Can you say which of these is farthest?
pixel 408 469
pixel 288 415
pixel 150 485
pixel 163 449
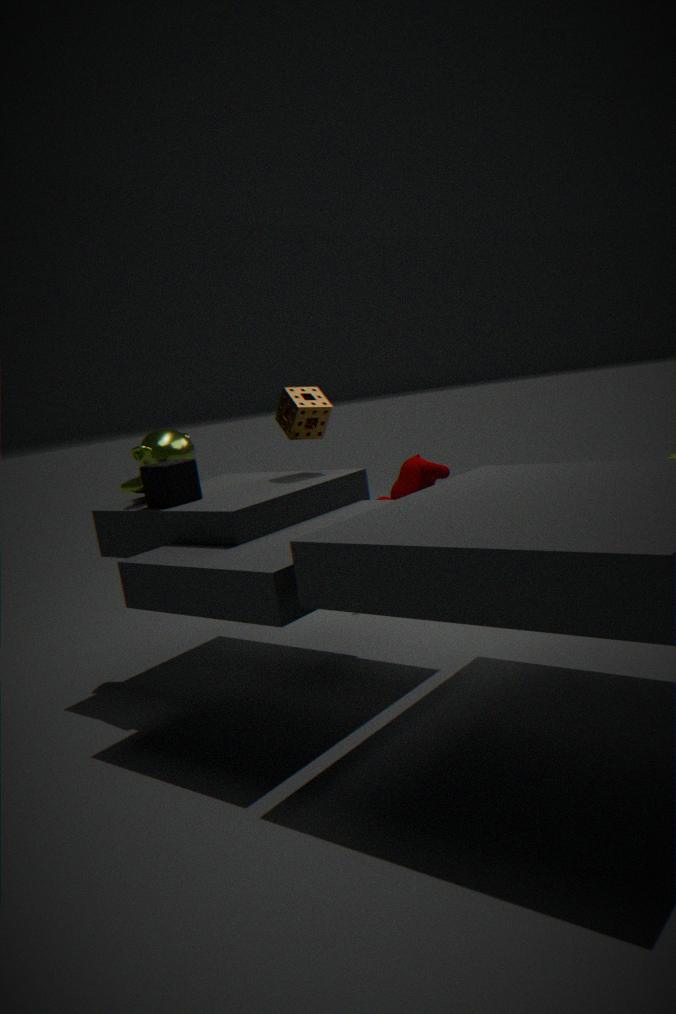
pixel 408 469
